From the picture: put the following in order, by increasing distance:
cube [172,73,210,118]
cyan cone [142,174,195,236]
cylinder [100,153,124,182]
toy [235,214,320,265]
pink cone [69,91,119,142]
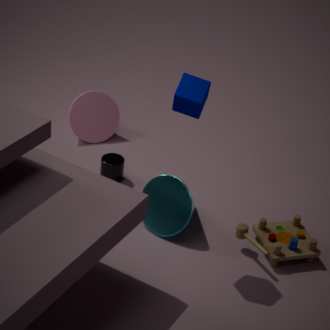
1. cube [172,73,210,118]
2. toy [235,214,320,265]
3. cyan cone [142,174,195,236]
4. cylinder [100,153,124,182]
5. pink cone [69,91,119,142]
